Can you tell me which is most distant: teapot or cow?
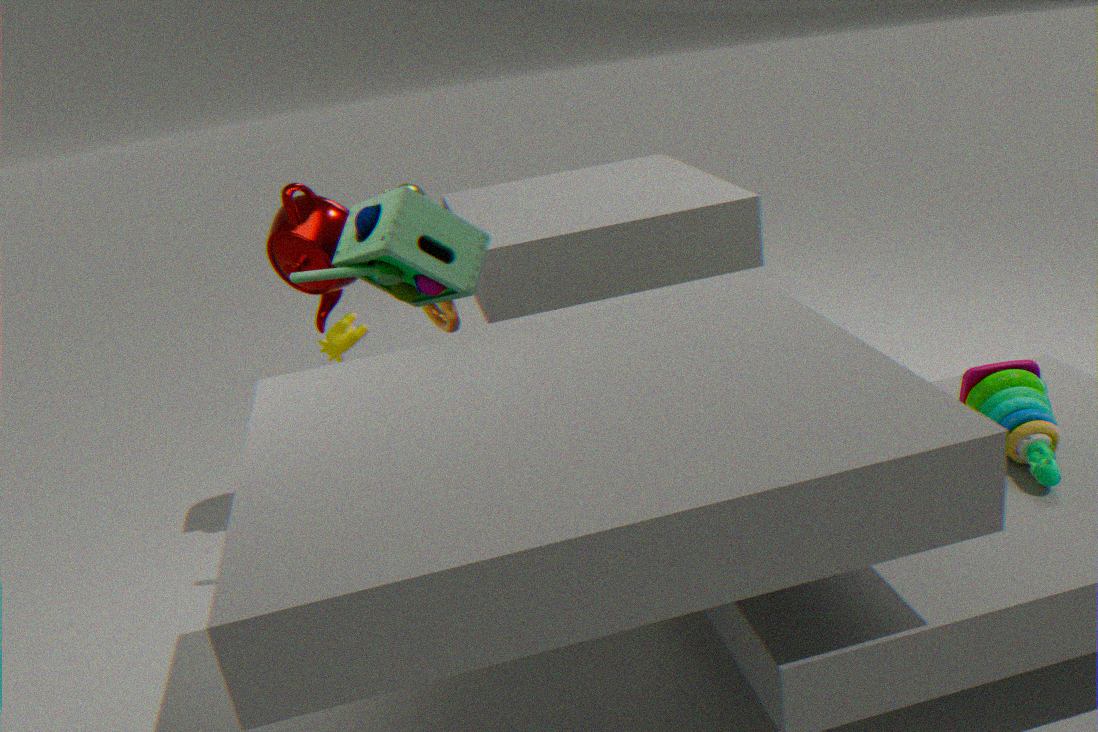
cow
